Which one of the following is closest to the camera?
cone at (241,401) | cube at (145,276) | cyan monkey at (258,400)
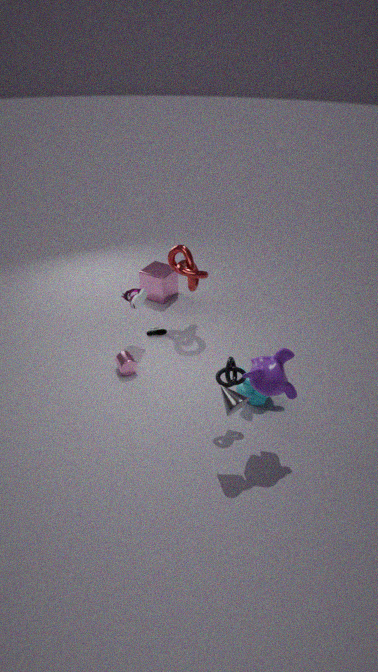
cone at (241,401)
